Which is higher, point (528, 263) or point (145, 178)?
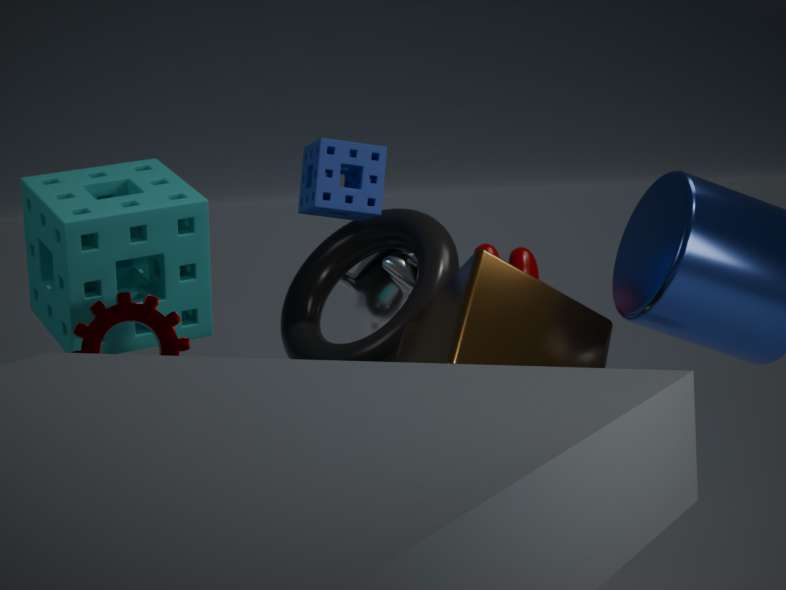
point (145, 178)
